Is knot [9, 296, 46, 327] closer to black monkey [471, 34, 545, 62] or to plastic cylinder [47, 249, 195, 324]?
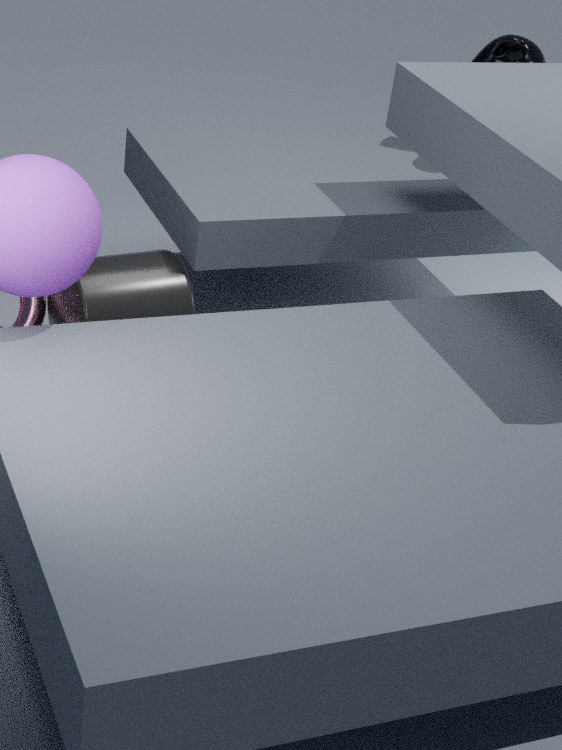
plastic cylinder [47, 249, 195, 324]
